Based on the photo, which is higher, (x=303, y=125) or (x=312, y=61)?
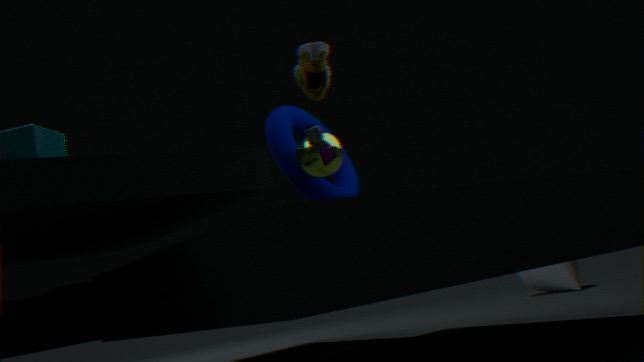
(x=312, y=61)
